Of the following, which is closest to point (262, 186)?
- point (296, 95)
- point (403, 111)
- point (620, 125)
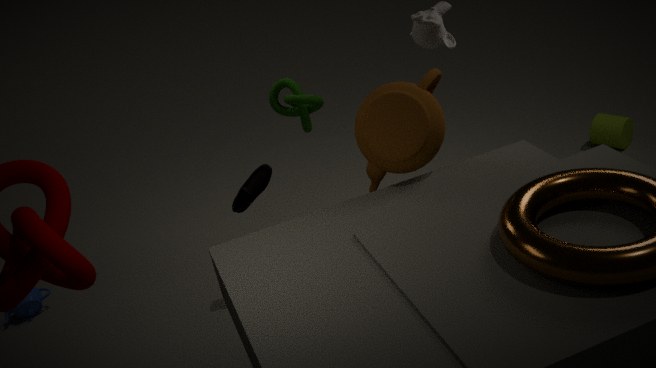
point (296, 95)
